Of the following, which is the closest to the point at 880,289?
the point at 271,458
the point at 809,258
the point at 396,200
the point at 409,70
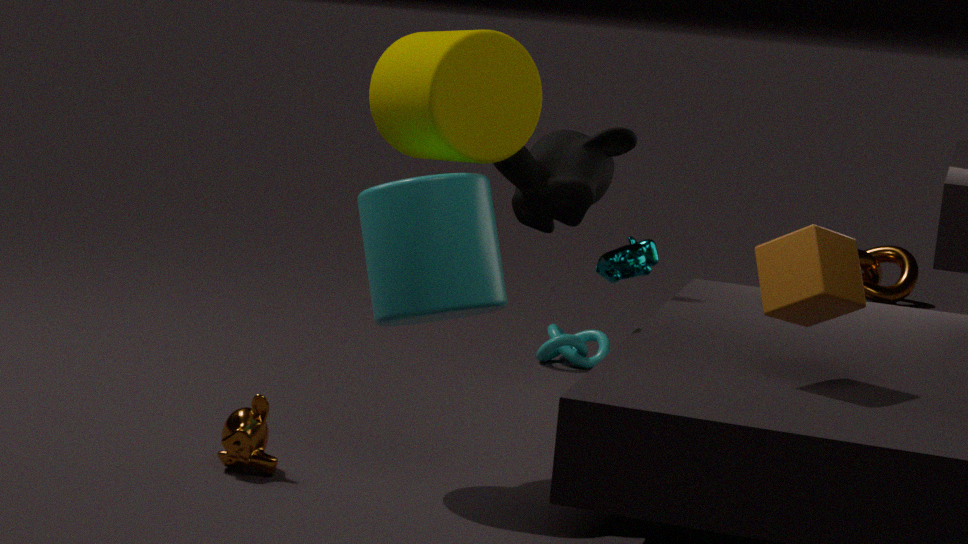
the point at 409,70
